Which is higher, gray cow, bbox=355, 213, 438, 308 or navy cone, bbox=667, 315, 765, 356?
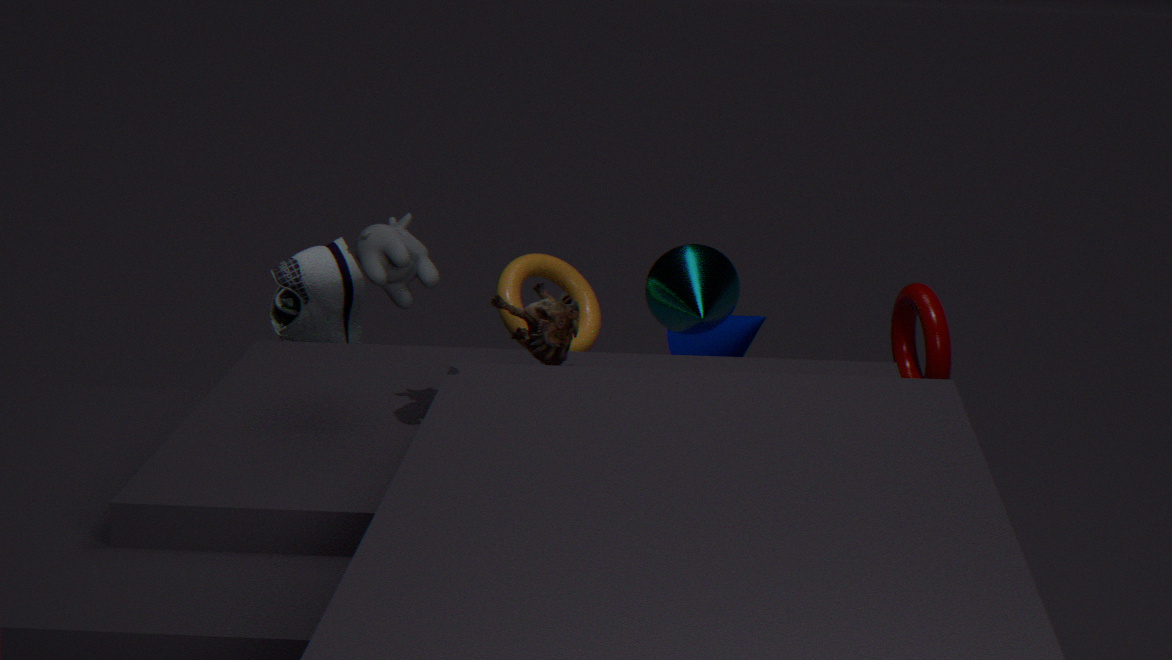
gray cow, bbox=355, 213, 438, 308
